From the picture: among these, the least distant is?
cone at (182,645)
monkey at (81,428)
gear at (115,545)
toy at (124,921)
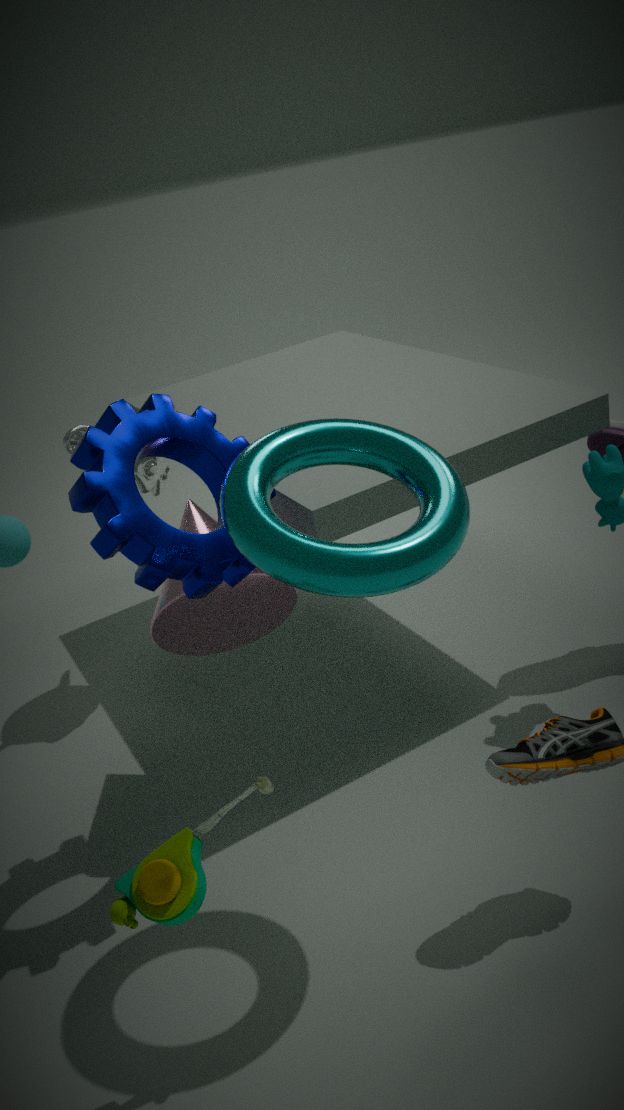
toy at (124,921)
